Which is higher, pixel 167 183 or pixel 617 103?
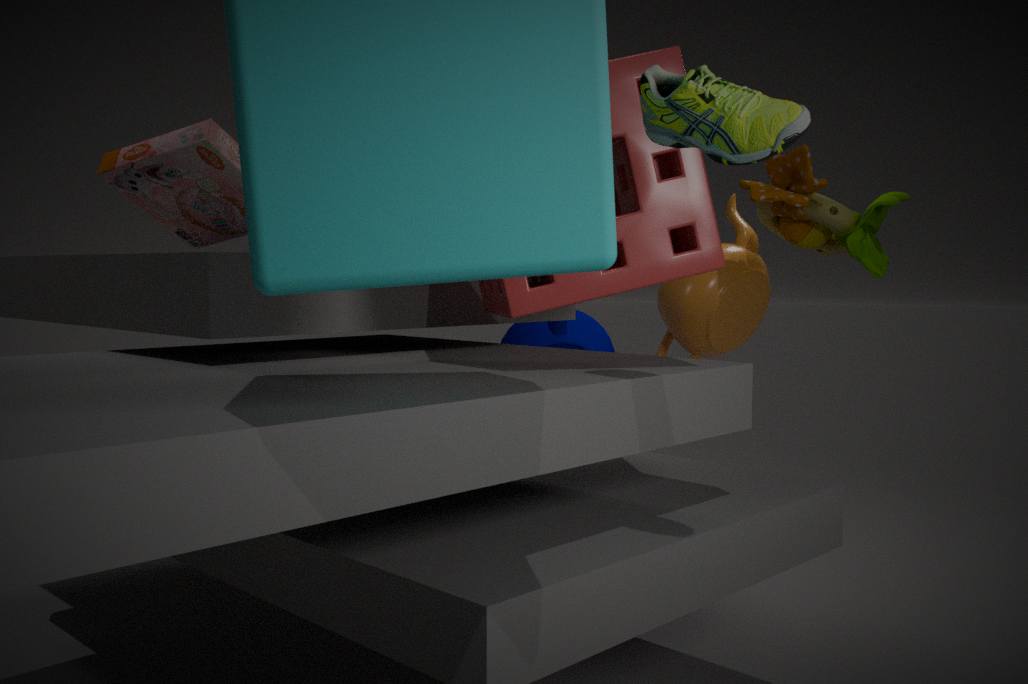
pixel 167 183
